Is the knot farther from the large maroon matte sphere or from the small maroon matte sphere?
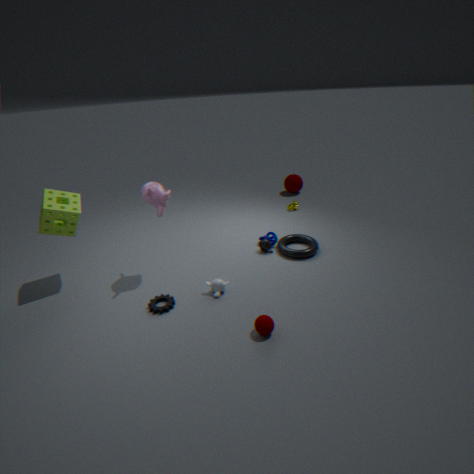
the large maroon matte sphere
